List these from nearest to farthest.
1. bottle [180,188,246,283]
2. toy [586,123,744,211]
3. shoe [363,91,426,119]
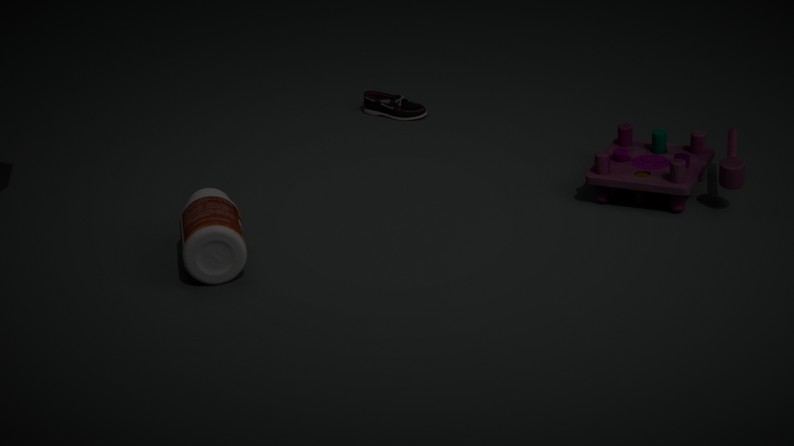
bottle [180,188,246,283] < toy [586,123,744,211] < shoe [363,91,426,119]
